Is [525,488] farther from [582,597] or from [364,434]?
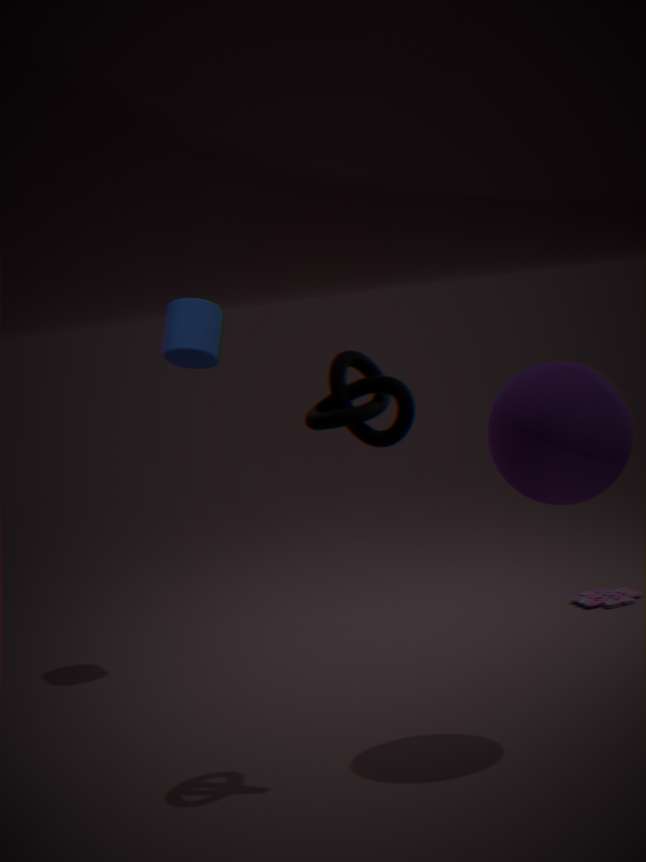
[582,597]
